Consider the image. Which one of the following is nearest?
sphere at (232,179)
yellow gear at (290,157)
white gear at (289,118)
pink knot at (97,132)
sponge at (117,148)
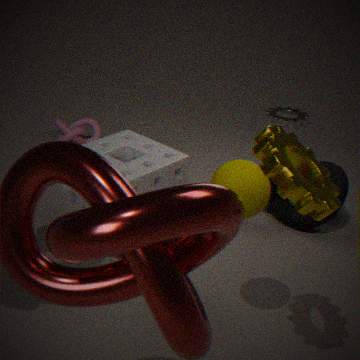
yellow gear at (290,157)
